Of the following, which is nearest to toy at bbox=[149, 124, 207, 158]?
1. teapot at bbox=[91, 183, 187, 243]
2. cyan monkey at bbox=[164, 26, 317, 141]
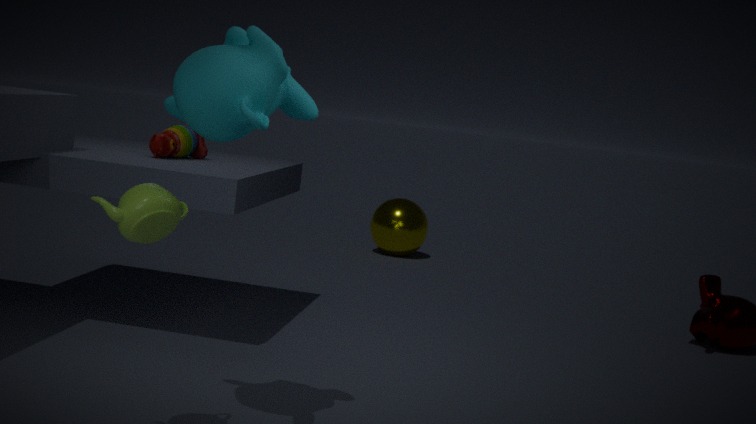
cyan monkey at bbox=[164, 26, 317, 141]
